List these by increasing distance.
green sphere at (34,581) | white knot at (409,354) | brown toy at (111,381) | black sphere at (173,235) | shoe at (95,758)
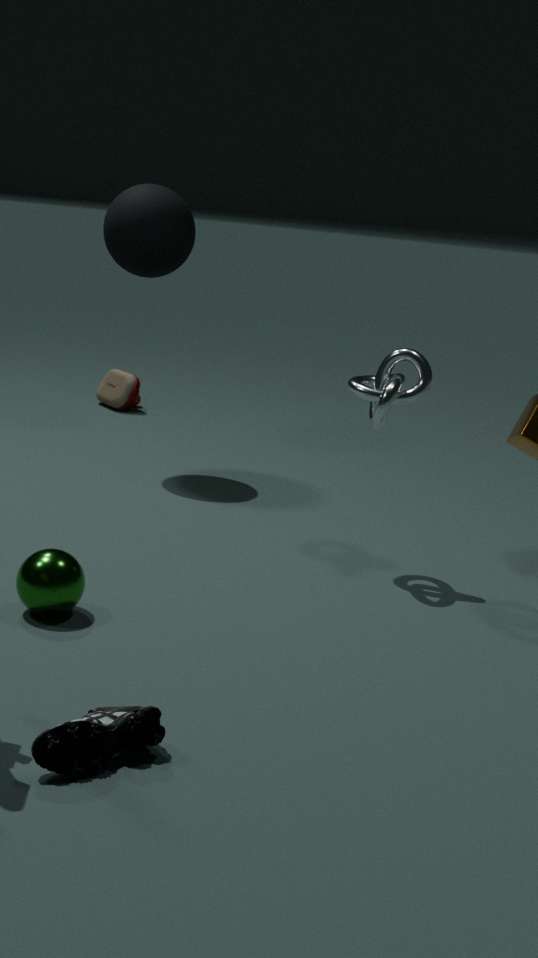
shoe at (95,758) → green sphere at (34,581) → white knot at (409,354) → black sphere at (173,235) → brown toy at (111,381)
